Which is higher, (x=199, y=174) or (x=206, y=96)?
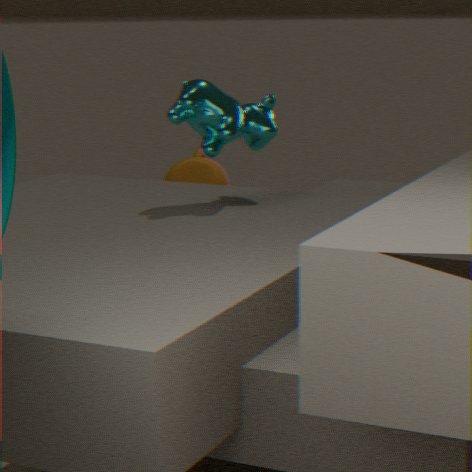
(x=206, y=96)
